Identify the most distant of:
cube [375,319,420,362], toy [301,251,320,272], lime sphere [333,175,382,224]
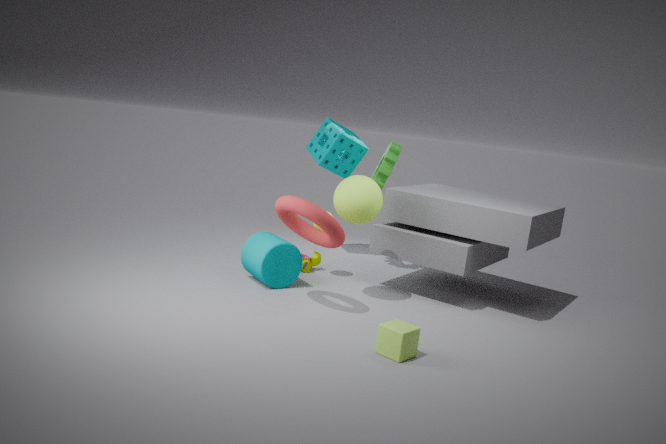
toy [301,251,320,272]
